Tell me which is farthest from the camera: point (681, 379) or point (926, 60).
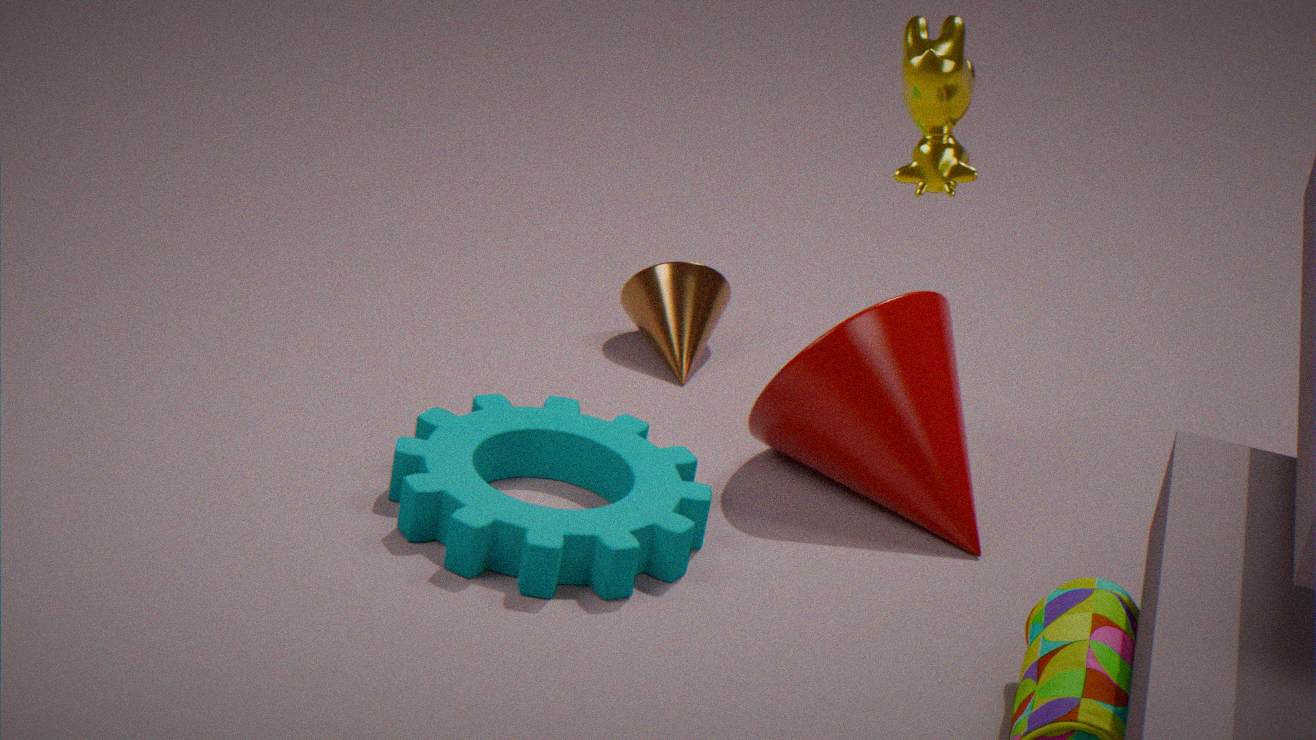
point (681, 379)
